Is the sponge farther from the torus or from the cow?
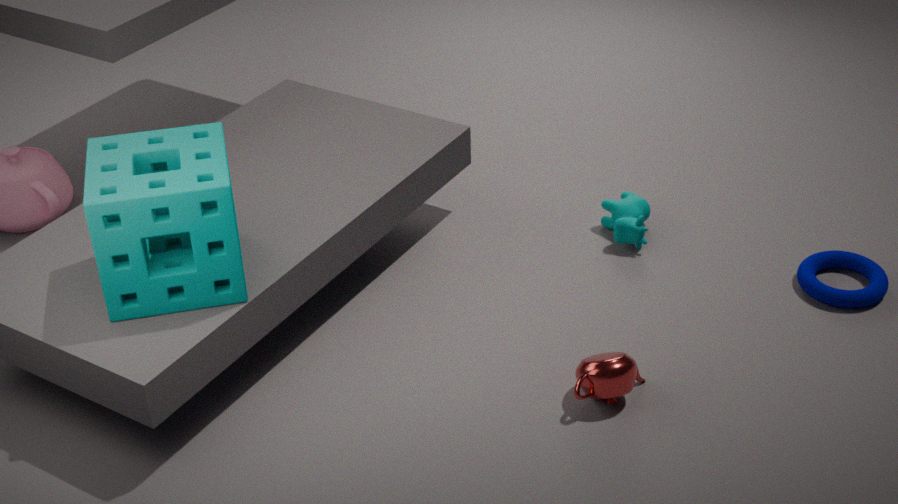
the torus
